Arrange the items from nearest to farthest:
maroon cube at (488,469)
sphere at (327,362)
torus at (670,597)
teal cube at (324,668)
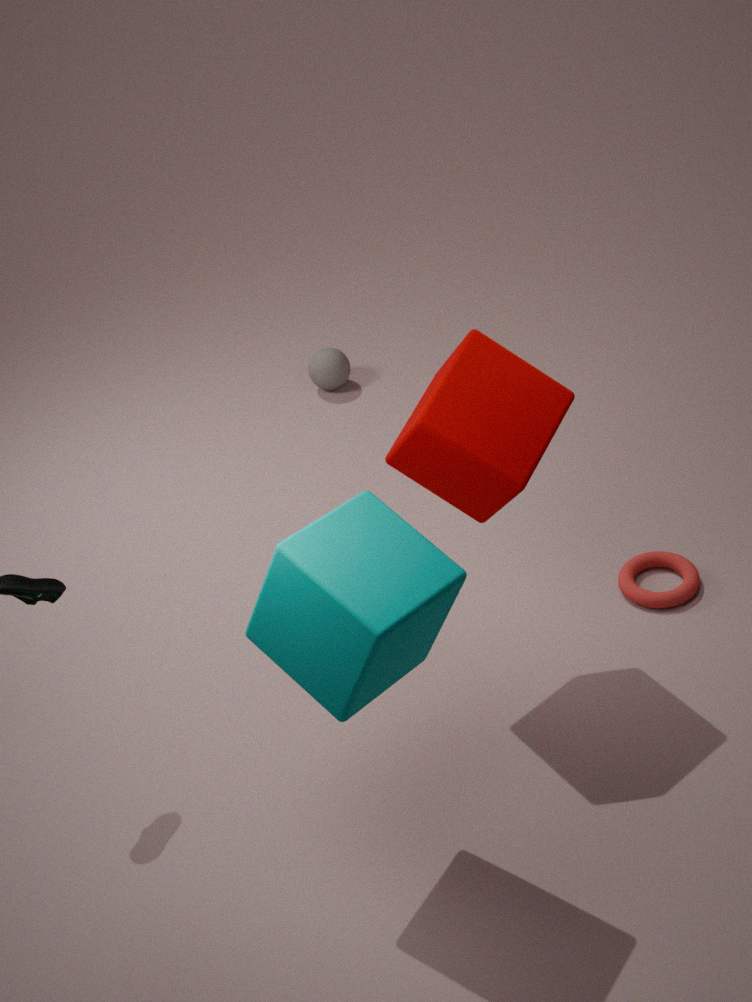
teal cube at (324,668) < maroon cube at (488,469) < torus at (670,597) < sphere at (327,362)
